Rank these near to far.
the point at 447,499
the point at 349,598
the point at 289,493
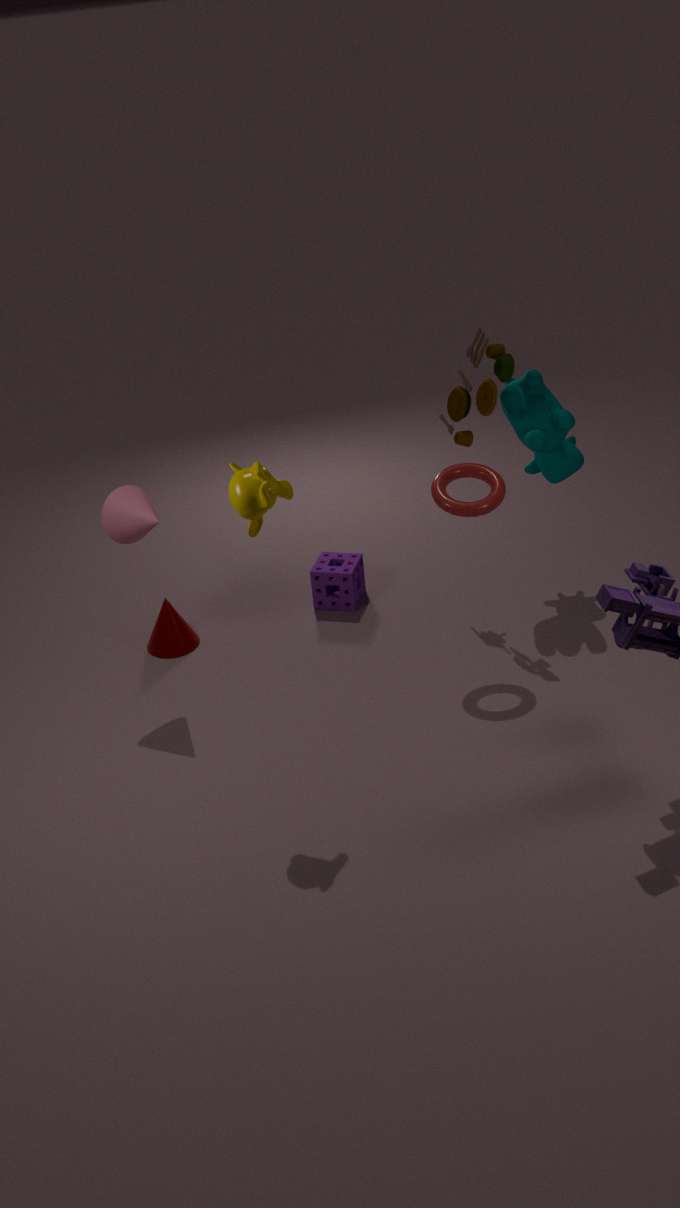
the point at 289,493
the point at 447,499
the point at 349,598
